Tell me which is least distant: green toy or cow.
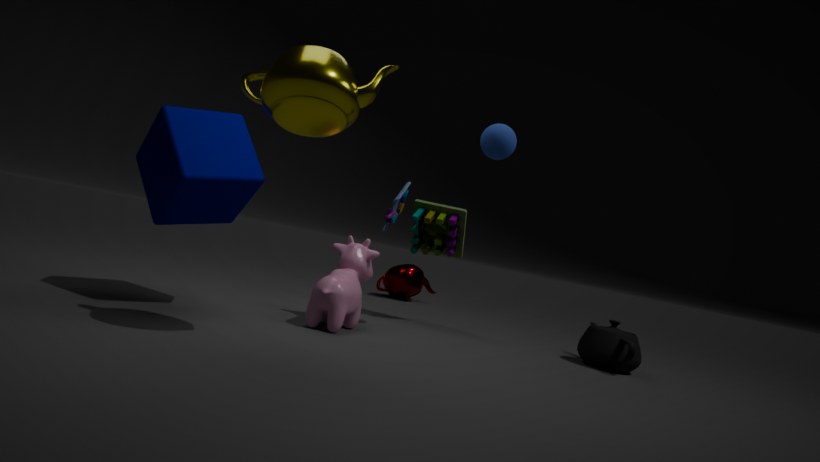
cow
